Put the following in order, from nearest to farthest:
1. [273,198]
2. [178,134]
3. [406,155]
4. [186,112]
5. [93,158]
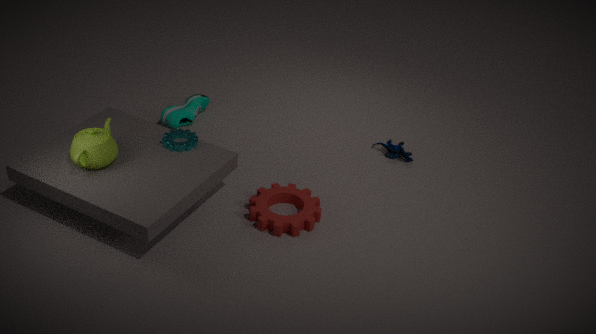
[93,158]
[273,198]
[178,134]
[406,155]
[186,112]
